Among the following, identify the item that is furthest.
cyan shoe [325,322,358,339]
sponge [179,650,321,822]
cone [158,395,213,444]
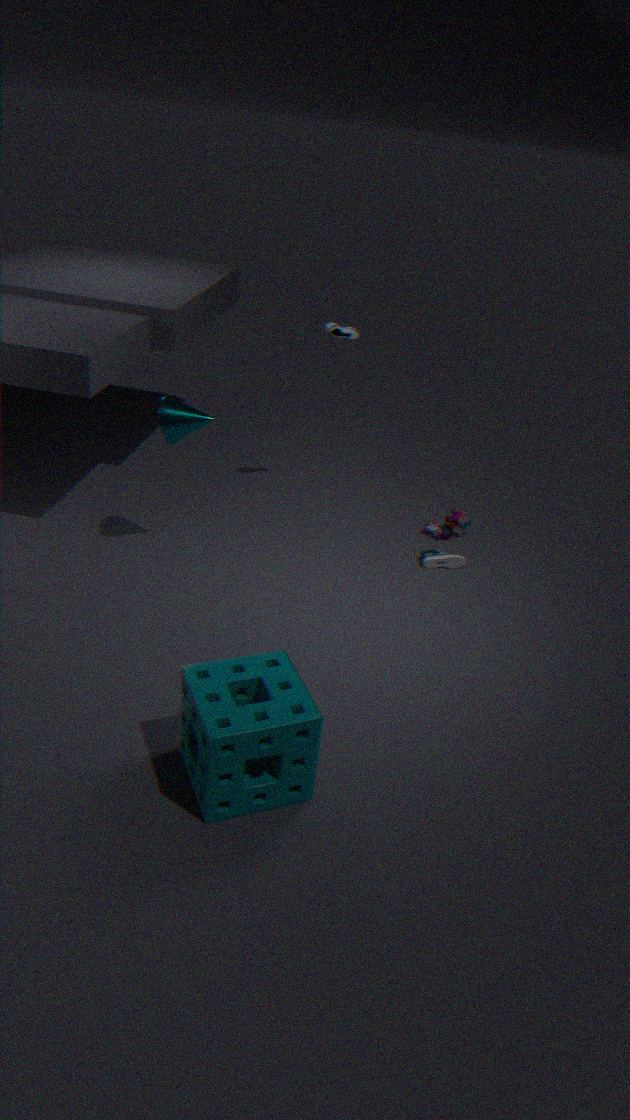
cyan shoe [325,322,358,339]
